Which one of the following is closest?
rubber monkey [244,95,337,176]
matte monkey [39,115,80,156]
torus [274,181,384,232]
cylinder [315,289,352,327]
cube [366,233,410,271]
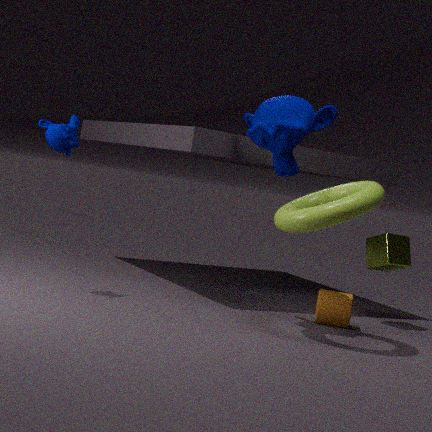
torus [274,181,384,232]
